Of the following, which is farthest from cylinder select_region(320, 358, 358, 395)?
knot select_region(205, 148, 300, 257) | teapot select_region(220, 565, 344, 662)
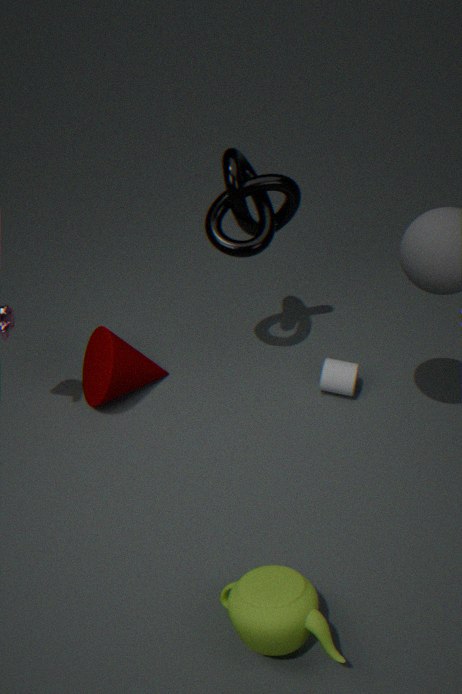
teapot select_region(220, 565, 344, 662)
